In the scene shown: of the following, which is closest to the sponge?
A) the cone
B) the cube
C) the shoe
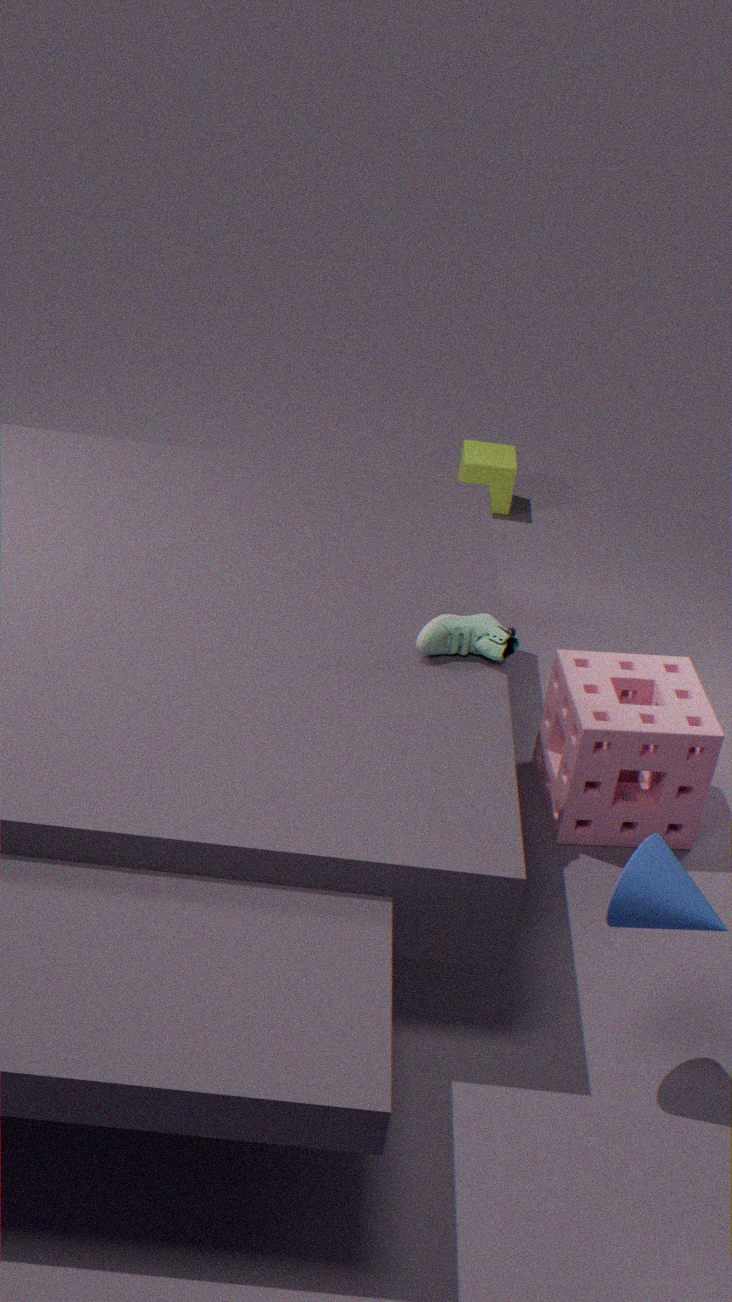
the shoe
